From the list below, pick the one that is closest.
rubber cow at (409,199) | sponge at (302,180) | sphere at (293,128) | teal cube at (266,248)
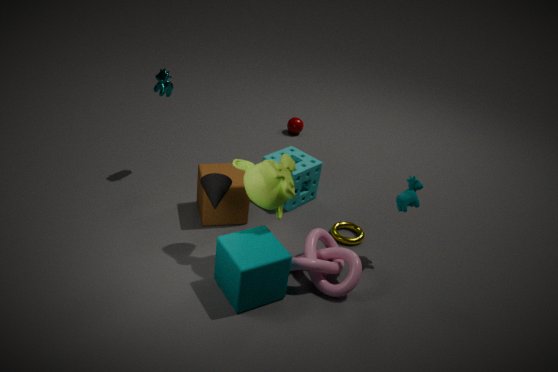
teal cube at (266,248)
